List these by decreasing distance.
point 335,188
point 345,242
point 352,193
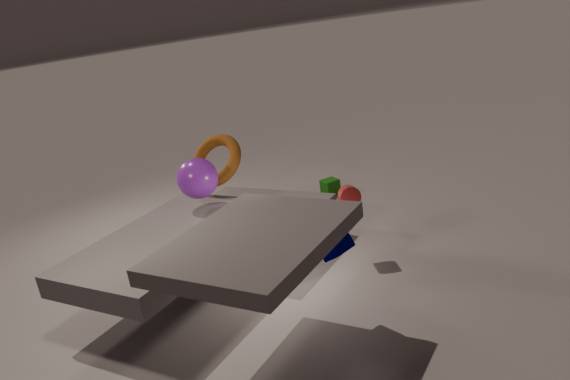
point 335,188
point 352,193
point 345,242
